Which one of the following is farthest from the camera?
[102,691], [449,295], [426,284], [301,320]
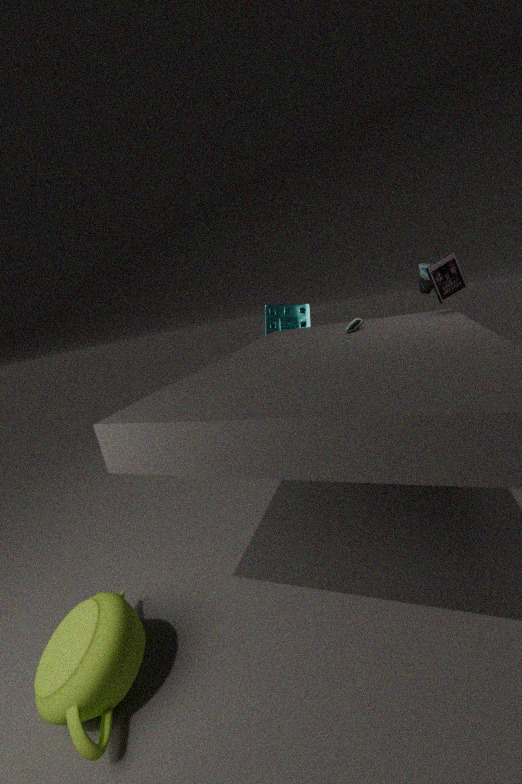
[301,320]
